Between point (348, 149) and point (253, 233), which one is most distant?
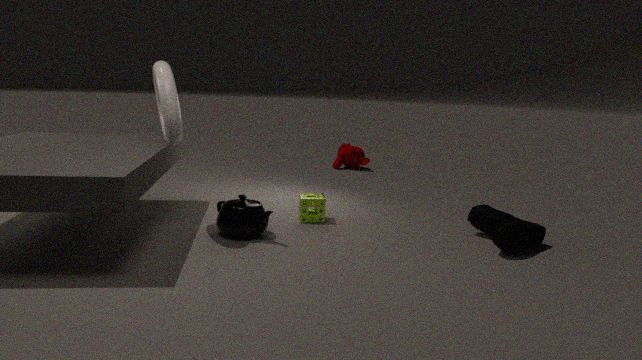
point (348, 149)
